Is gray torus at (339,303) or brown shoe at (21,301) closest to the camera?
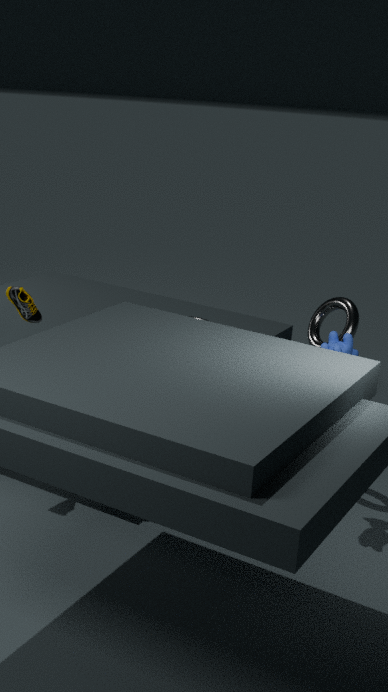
brown shoe at (21,301)
